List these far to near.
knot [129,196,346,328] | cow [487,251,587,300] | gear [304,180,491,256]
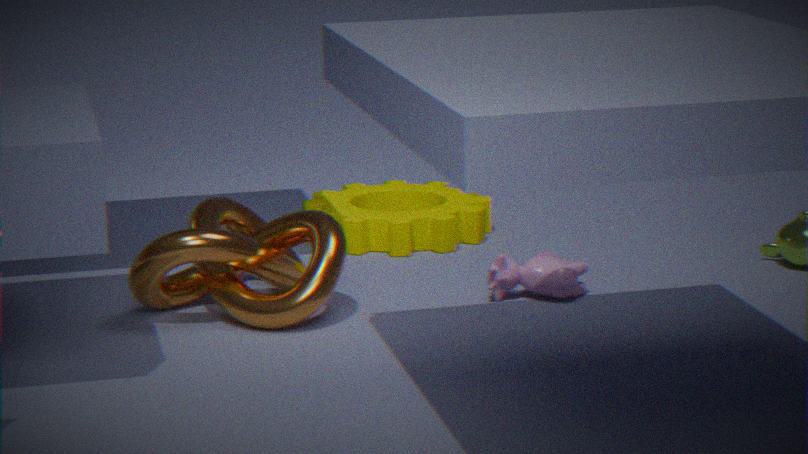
gear [304,180,491,256], cow [487,251,587,300], knot [129,196,346,328]
